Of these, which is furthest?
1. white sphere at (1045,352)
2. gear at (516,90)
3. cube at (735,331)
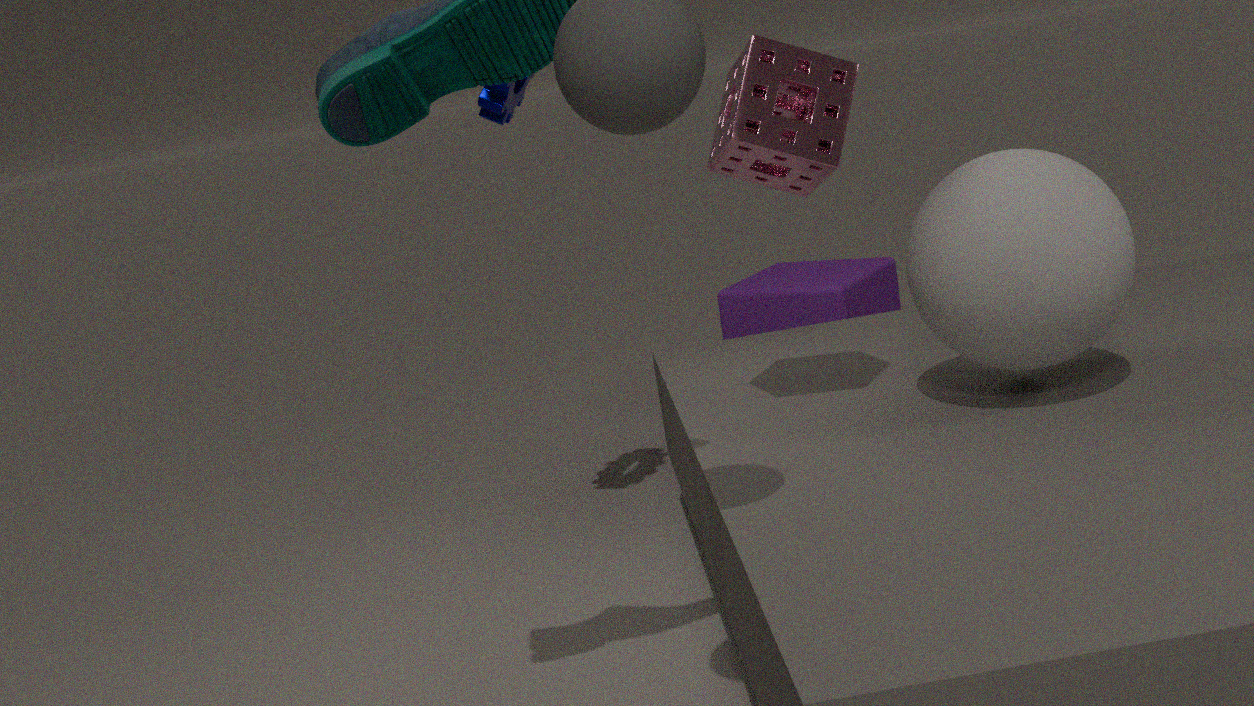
cube at (735,331)
